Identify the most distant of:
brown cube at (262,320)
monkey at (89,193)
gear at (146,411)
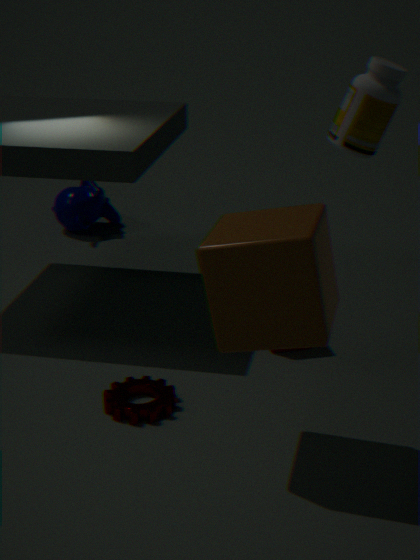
monkey at (89,193)
